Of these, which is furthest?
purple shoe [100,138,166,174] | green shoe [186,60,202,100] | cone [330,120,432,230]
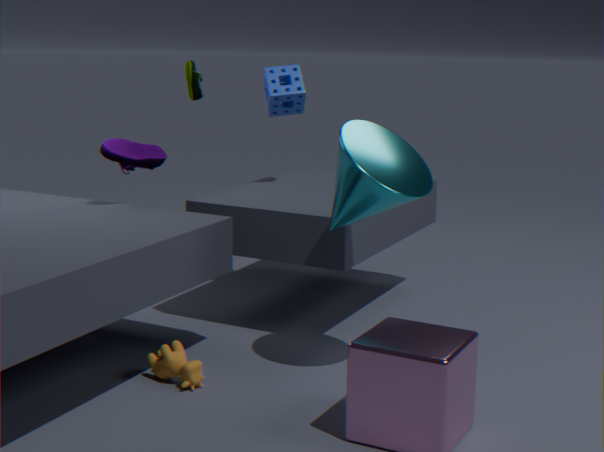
green shoe [186,60,202,100]
